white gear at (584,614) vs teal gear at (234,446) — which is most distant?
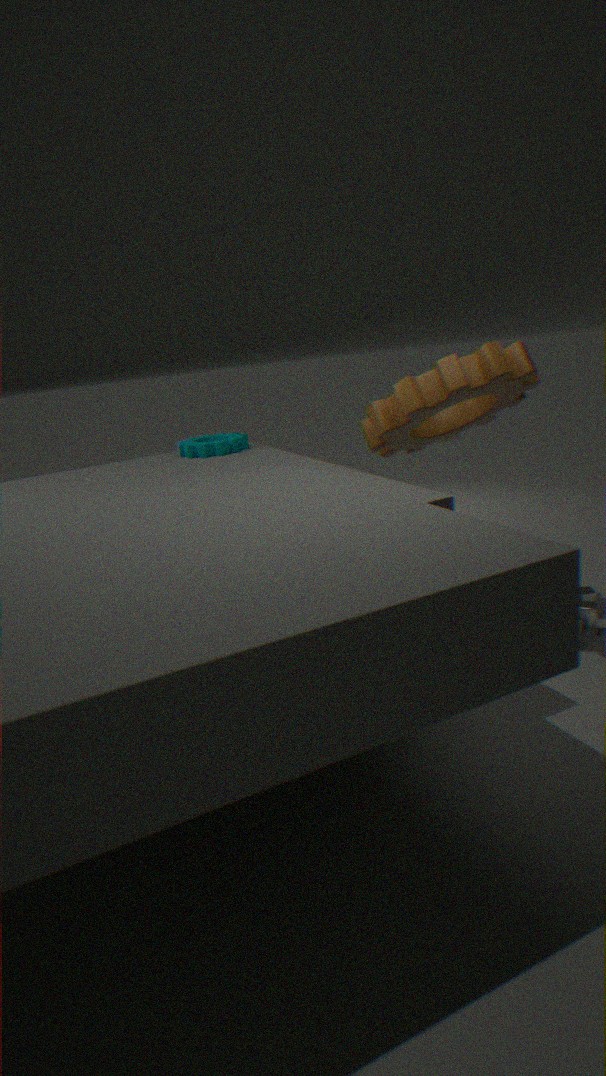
teal gear at (234,446)
